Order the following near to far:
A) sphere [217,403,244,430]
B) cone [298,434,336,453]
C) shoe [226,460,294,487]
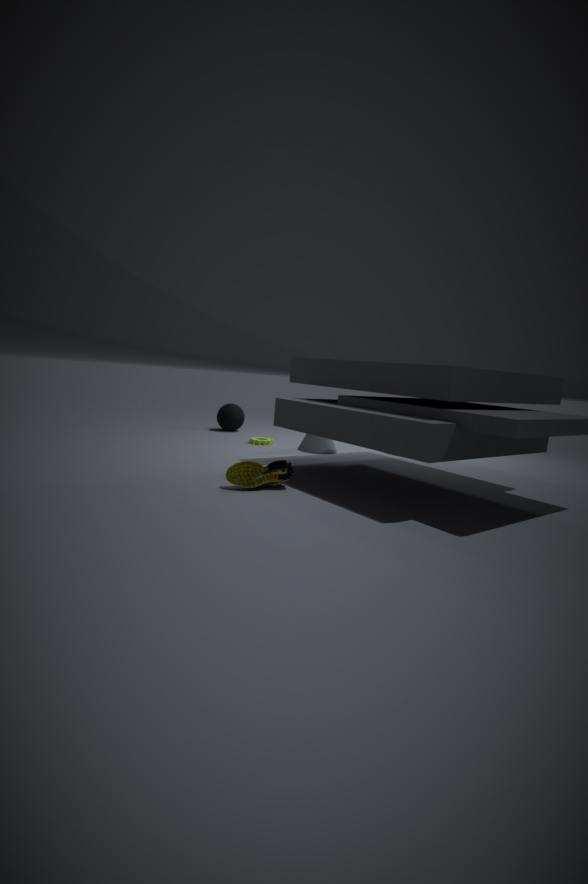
1. shoe [226,460,294,487]
2. cone [298,434,336,453]
3. sphere [217,403,244,430]
